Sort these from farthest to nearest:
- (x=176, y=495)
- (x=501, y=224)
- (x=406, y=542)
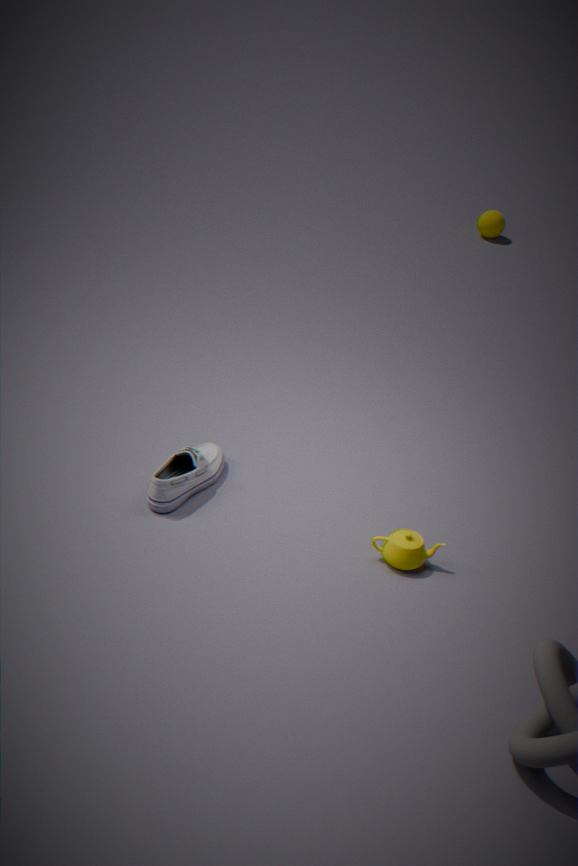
(x=501, y=224), (x=176, y=495), (x=406, y=542)
